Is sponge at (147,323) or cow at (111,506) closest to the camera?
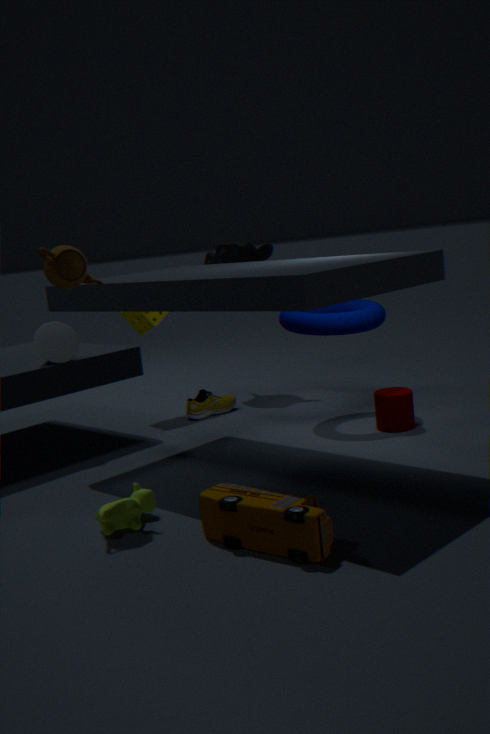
cow at (111,506)
